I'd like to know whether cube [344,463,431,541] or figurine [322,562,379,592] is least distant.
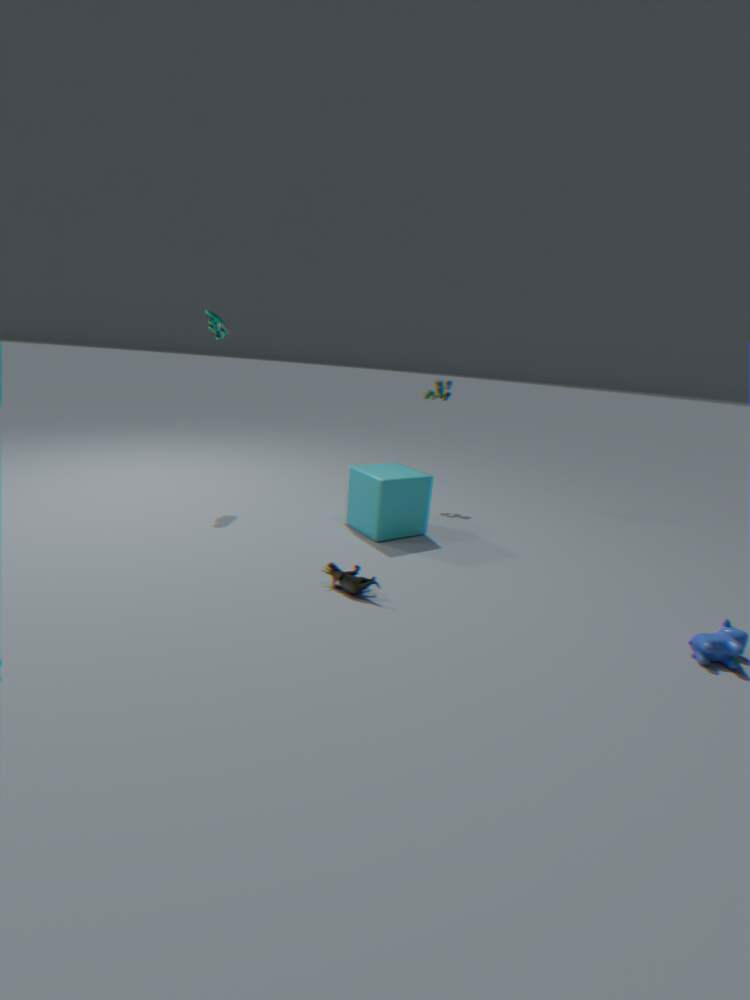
figurine [322,562,379,592]
